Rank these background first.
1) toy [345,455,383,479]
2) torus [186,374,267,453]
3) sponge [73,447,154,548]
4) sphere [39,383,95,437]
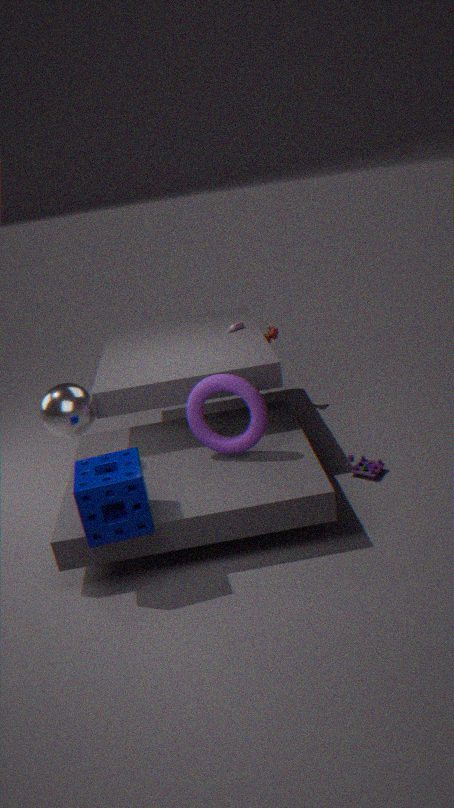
1. 1. toy [345,455,383,479]
2. 4. sphere [39,383,95,437]
3. 2. torus [186,374,267,453]
4. 3. sponge [73,447,154,548]
